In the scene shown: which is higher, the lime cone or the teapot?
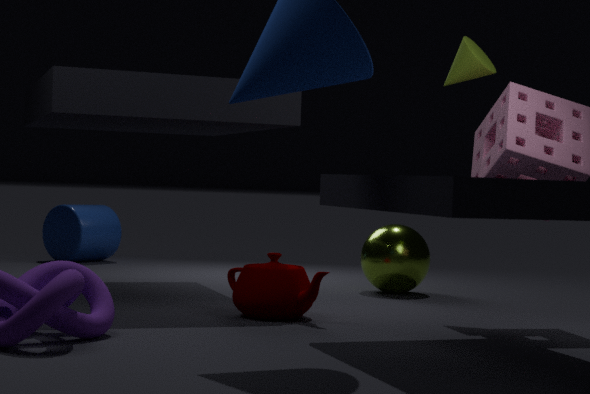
the lime cone
